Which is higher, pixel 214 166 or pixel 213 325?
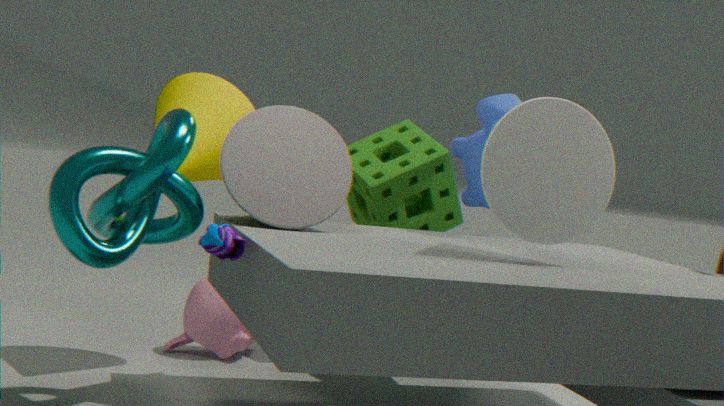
pixel 214 166
